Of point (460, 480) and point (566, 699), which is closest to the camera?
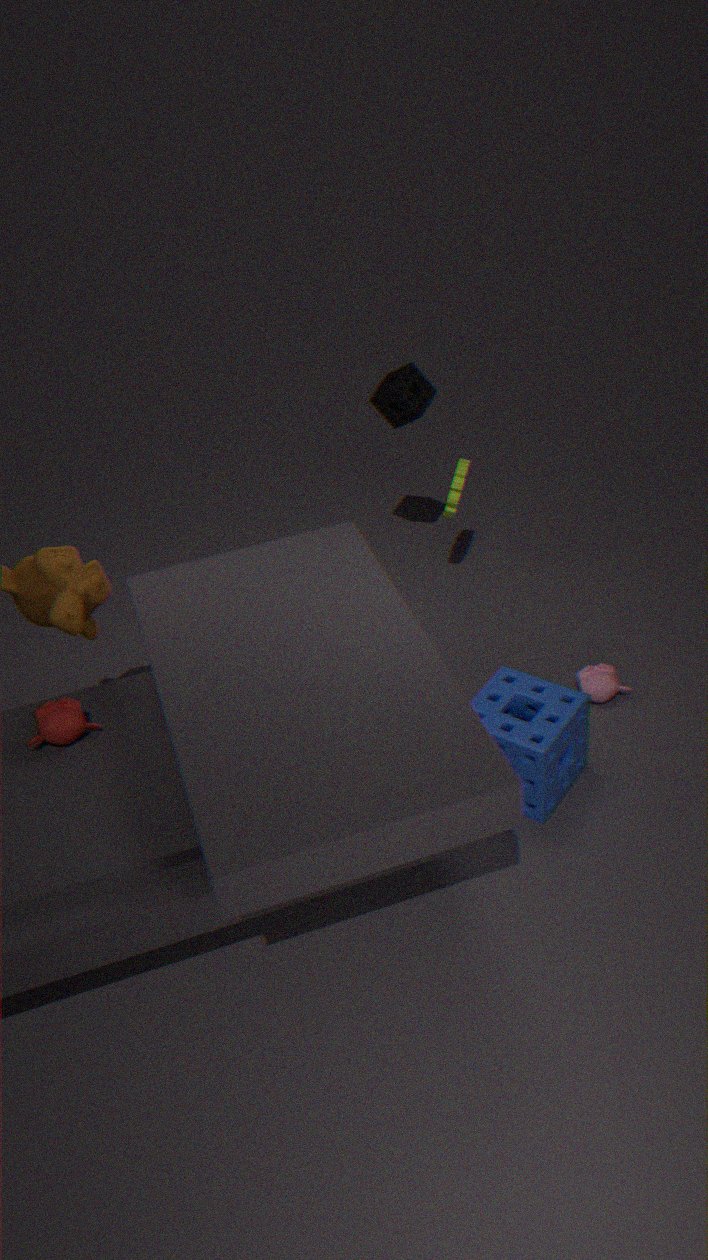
point (566, 699)
